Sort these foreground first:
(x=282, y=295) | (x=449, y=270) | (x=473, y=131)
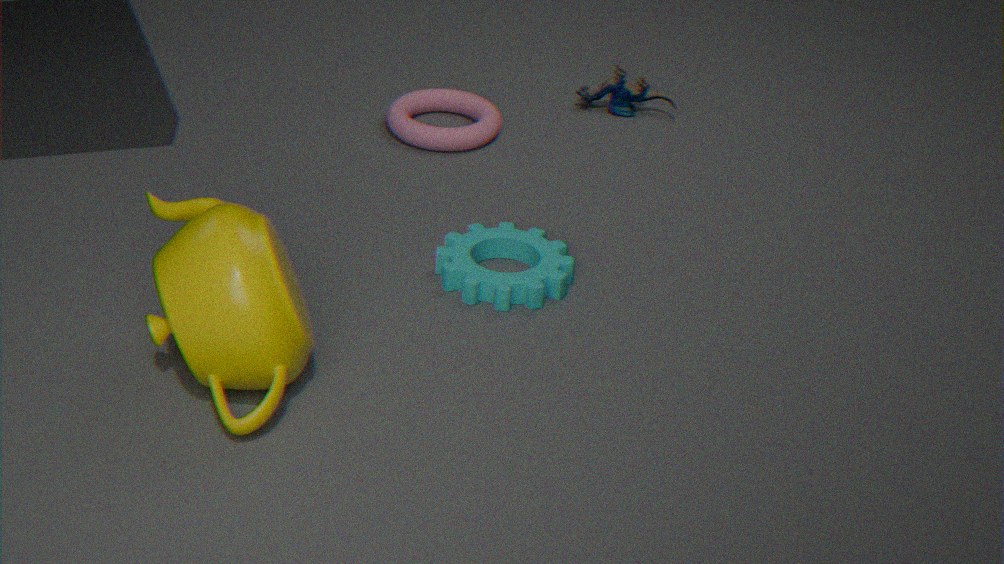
(x=282, y=295) < (x=449, y=270) < (x=473, y=131)
